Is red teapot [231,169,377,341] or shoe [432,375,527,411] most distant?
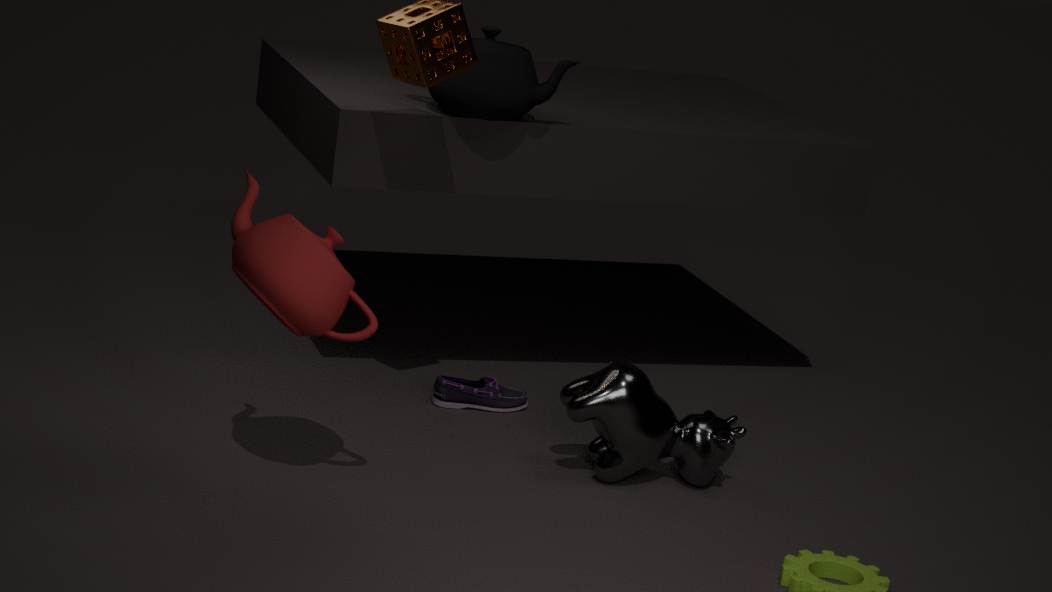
shoe [432,375,527,411]
